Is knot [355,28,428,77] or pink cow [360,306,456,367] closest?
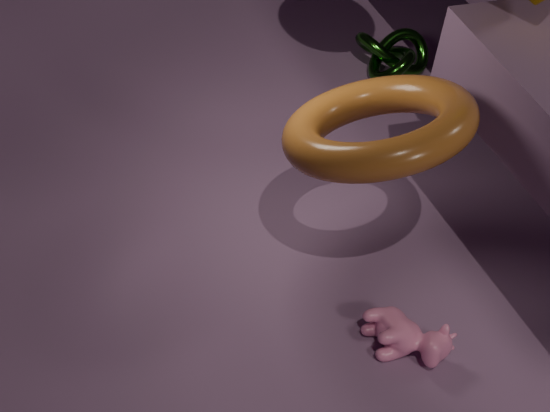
pink cow [360,306,456,367]
